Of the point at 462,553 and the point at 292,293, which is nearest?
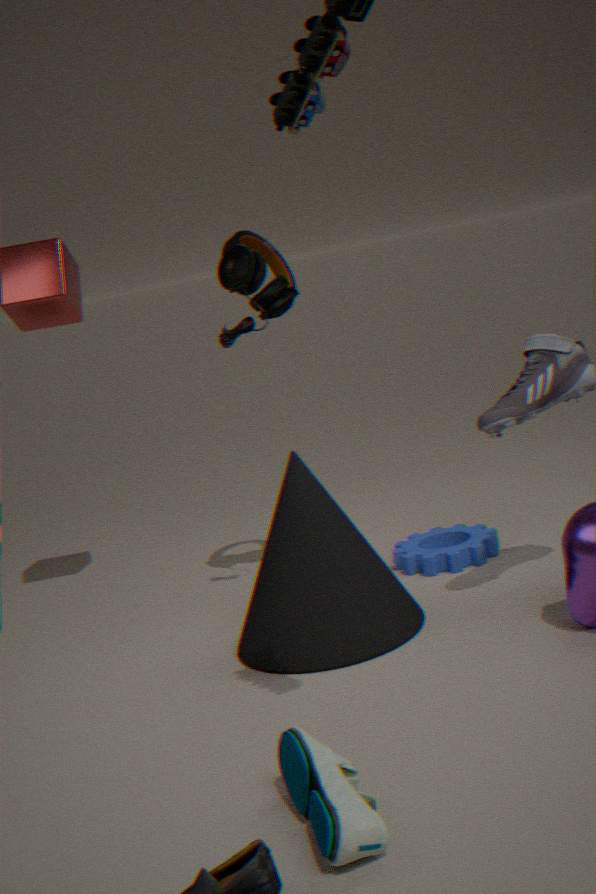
the point at 292,293
